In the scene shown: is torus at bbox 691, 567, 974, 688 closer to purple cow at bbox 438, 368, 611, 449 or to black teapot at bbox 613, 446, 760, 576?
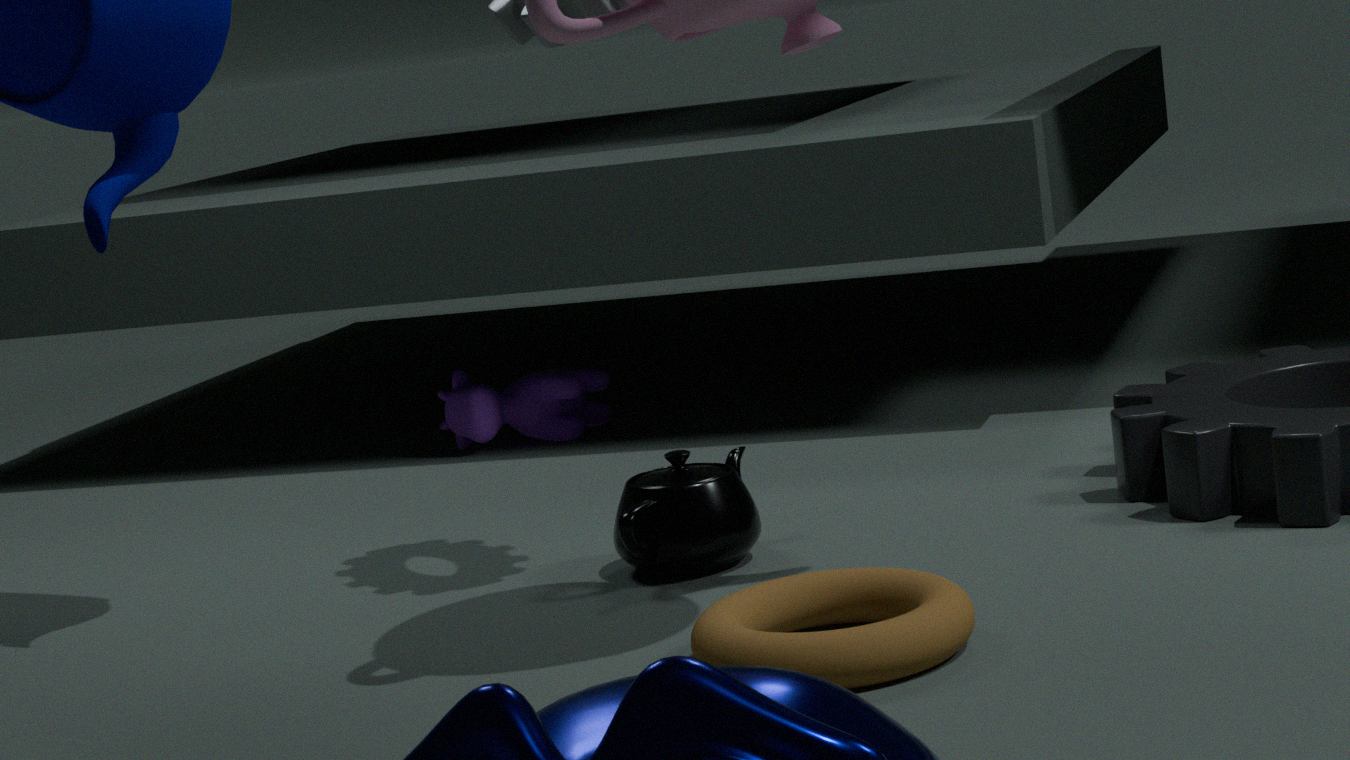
black teapot at bbox 613, 446, 760, 576
